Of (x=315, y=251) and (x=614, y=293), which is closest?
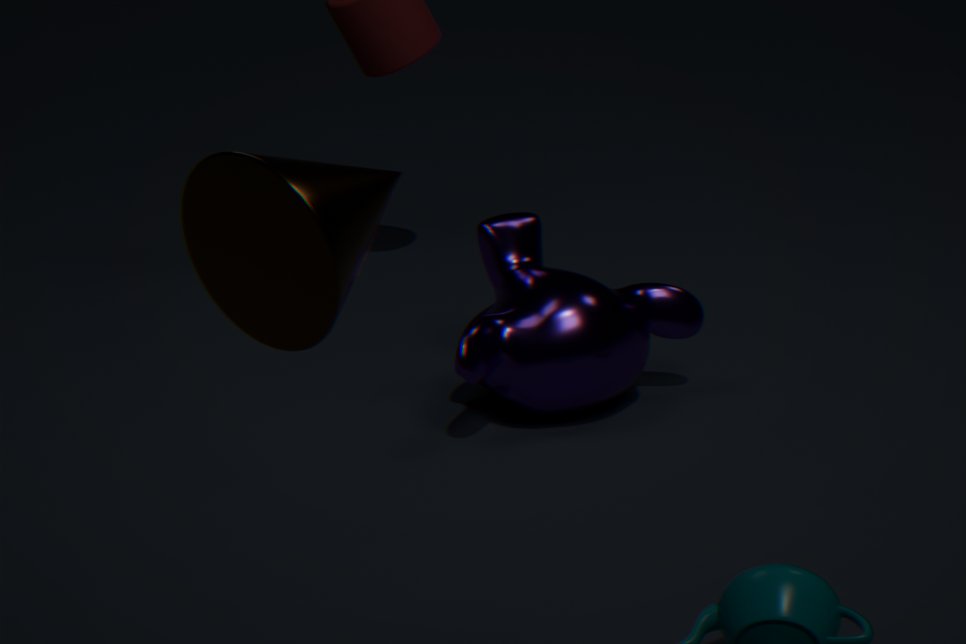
(x=315, y=251)
